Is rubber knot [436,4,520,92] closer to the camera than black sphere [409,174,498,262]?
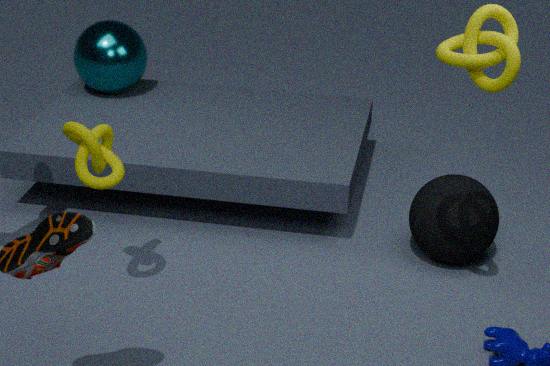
Yes
